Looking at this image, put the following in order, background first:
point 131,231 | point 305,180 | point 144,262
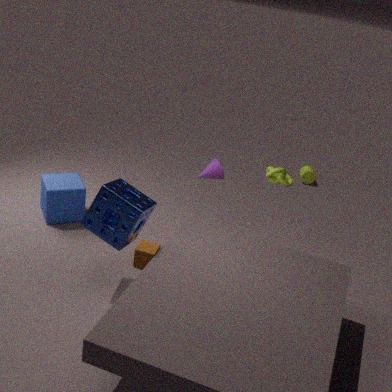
point 305,180 < point 144,262 < point 131,231
